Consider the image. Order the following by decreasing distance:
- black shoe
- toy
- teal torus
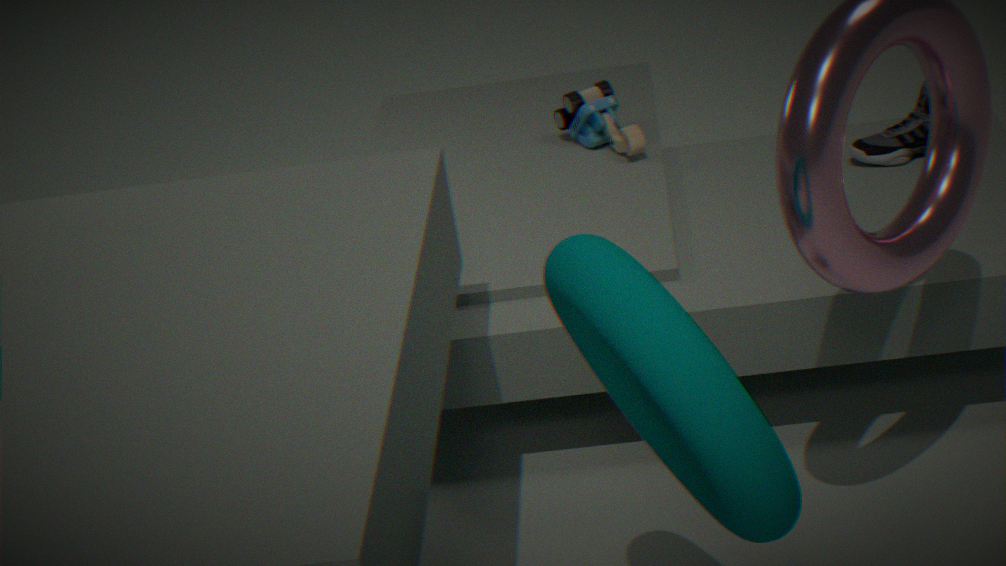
toy → black shoe → teal torus
